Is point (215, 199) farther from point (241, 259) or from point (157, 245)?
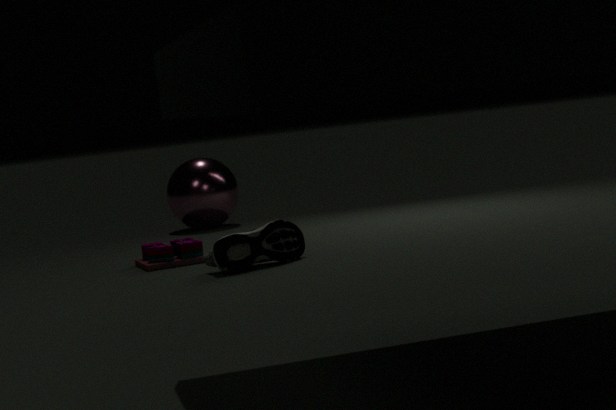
point (241, 259)
